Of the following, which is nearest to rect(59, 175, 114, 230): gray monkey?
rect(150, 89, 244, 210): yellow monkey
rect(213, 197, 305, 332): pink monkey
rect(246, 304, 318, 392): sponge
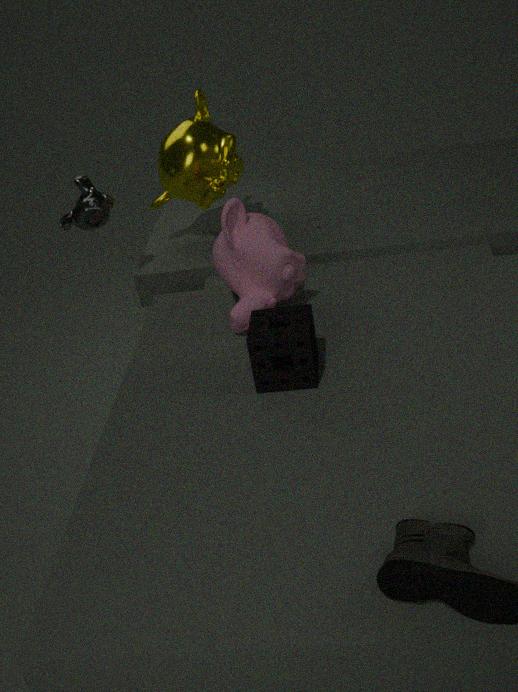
rect(150, 89, 244, 210): yellow monkey
